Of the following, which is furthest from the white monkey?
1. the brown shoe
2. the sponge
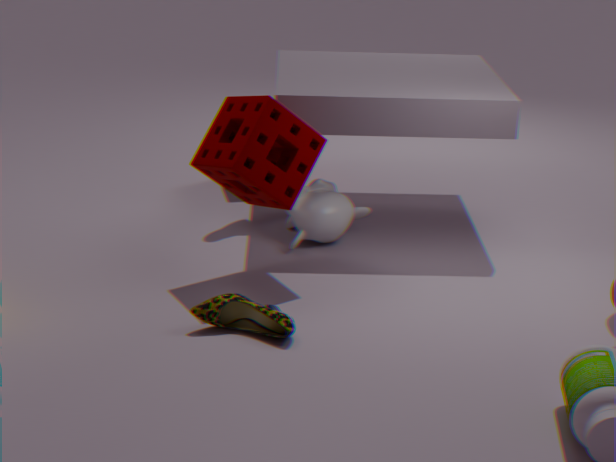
the brown shoe
